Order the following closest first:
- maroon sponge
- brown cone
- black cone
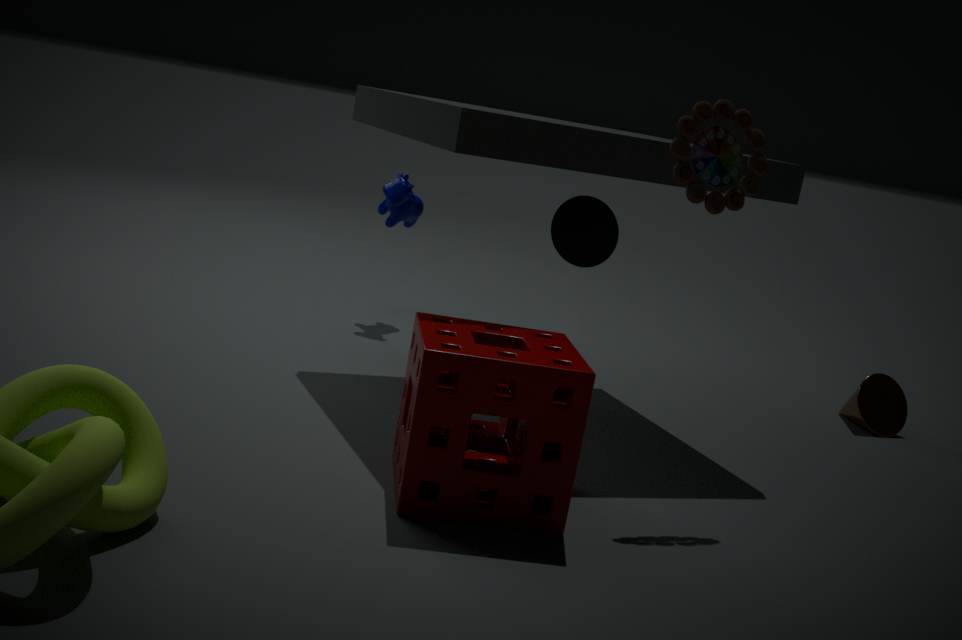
maroon sponge < black cone < brown cone
